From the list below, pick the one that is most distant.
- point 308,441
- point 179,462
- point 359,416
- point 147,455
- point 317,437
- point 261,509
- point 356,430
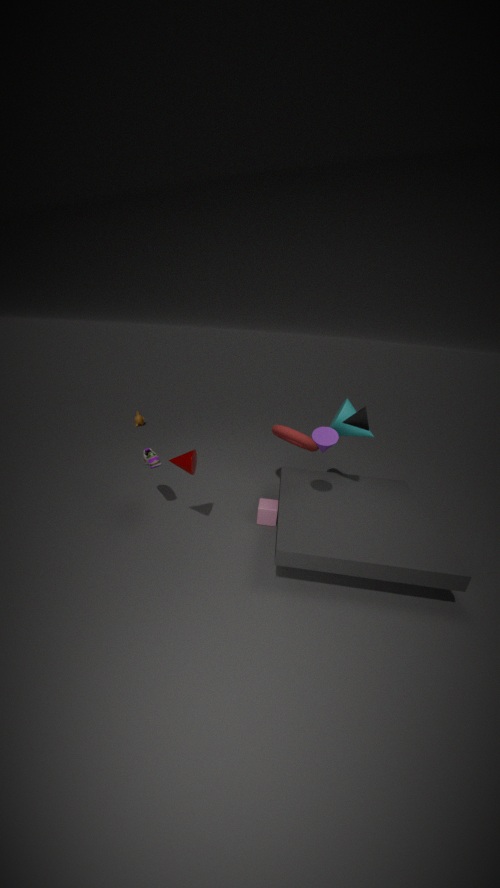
point 356,430
